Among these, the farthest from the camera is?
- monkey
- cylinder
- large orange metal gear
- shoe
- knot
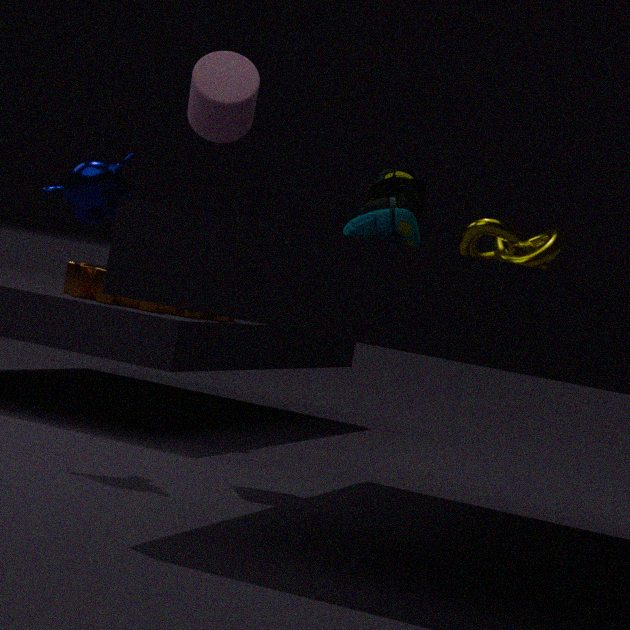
large orange metal gear
